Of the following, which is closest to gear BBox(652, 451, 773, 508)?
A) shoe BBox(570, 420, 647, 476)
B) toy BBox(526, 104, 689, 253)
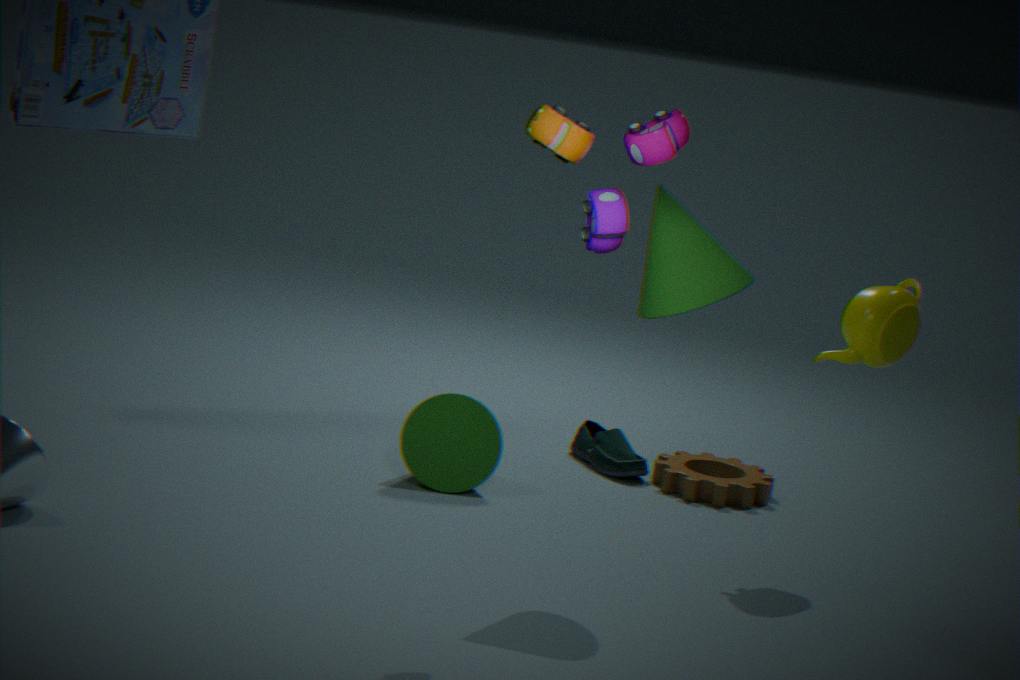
shoe BBox(570, 420, 647, 476)
